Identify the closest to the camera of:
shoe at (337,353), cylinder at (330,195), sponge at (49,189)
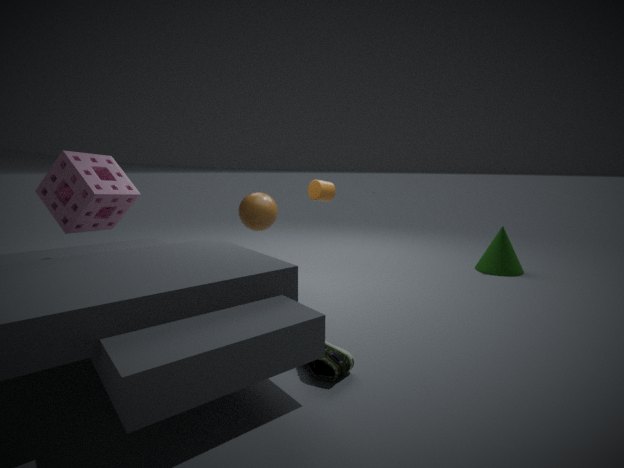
shoe at (337,353)
